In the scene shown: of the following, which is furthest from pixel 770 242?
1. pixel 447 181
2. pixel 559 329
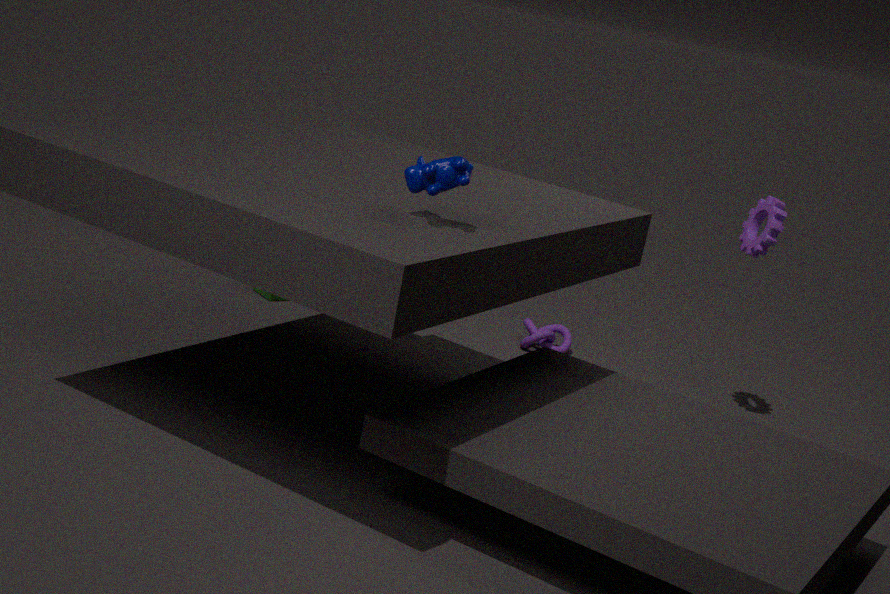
pixel 447 181
